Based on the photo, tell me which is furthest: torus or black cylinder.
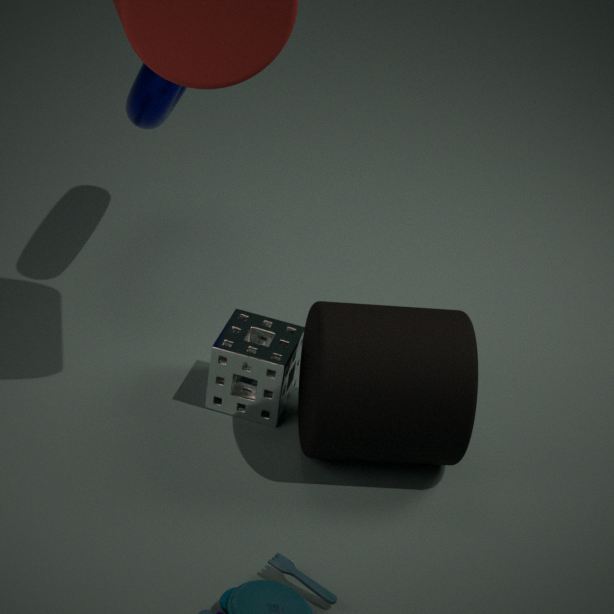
torus
